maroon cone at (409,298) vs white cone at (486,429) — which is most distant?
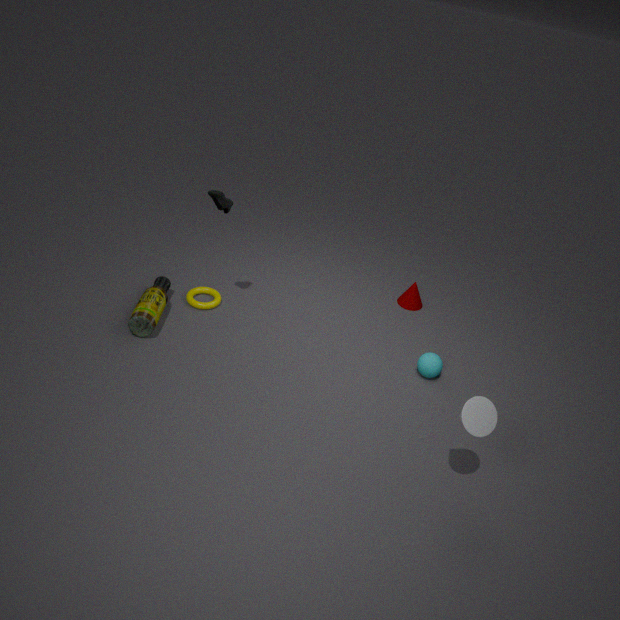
maroon cone at (409,298)
